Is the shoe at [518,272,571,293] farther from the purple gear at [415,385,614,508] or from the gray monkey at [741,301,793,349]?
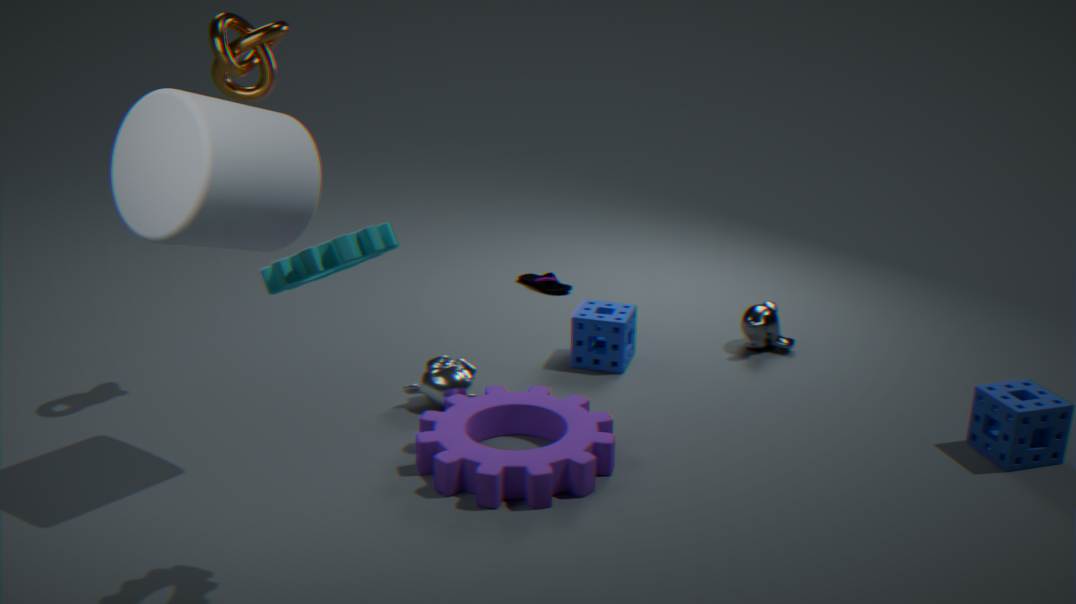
the purple gear at [415,385,614,508]
